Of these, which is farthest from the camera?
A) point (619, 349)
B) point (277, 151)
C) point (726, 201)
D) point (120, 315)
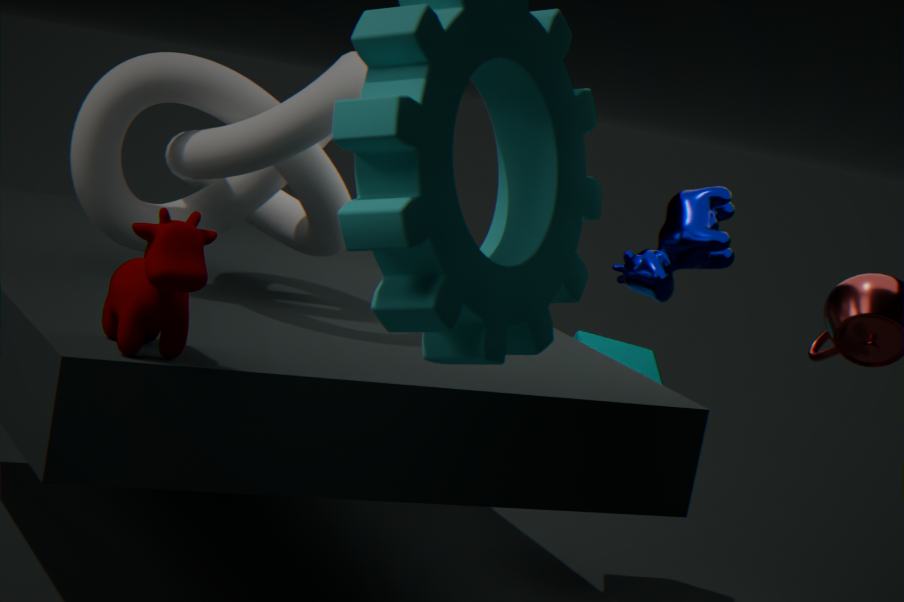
point (619, 349)
